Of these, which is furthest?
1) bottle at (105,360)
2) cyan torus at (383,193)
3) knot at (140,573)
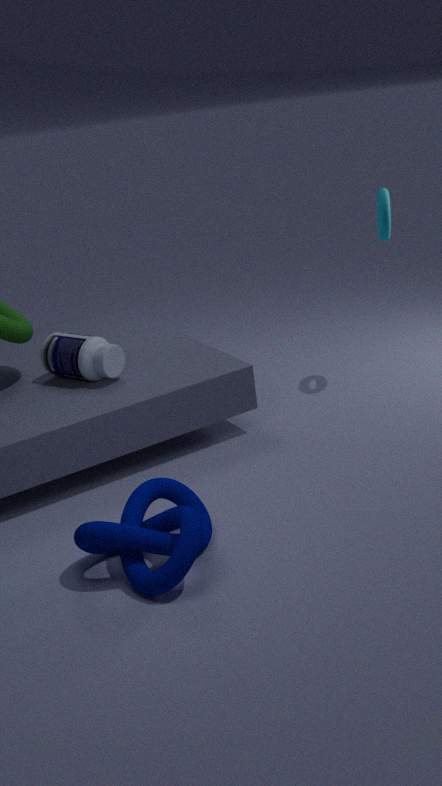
2. cyan torus at (383,193)
